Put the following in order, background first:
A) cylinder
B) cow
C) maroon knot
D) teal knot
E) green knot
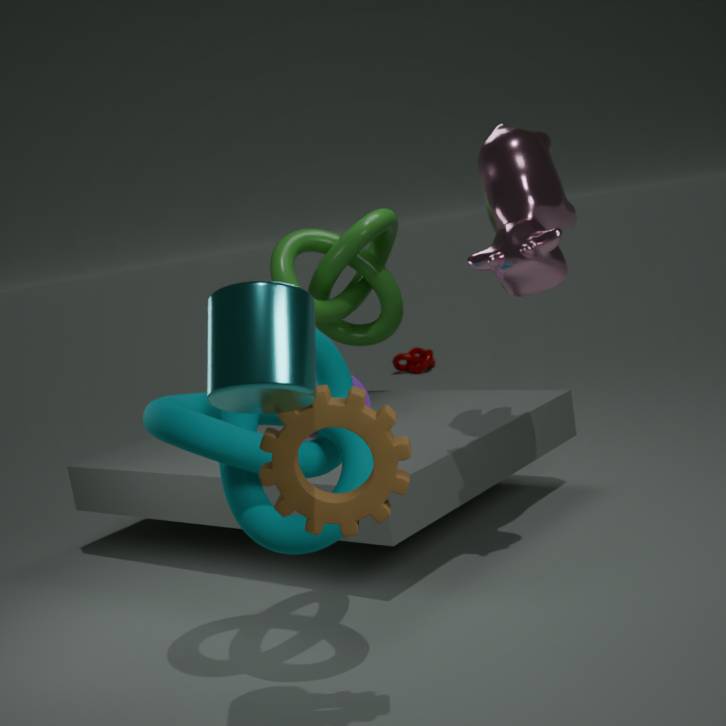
C. maroon knot, E. green knot, B. cow, D. teal knot, A. cylinder
